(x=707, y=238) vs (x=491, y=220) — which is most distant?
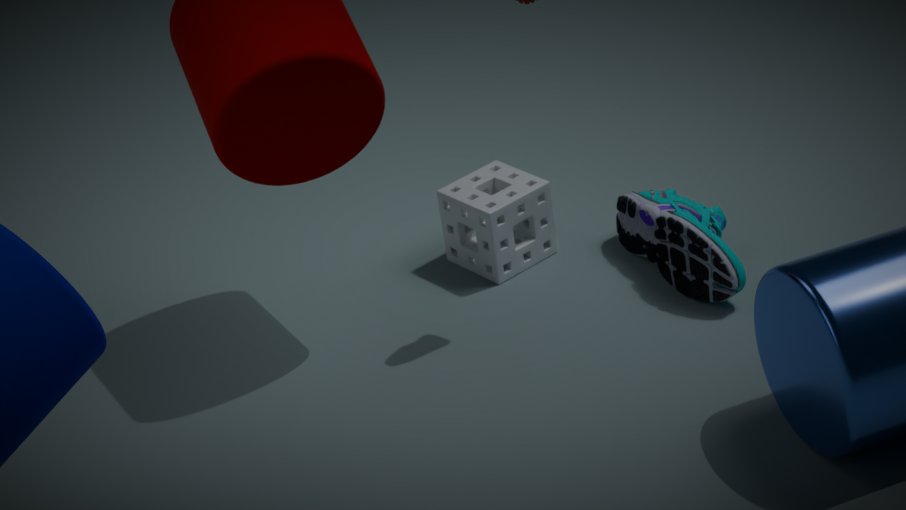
(x=491, y=220)
